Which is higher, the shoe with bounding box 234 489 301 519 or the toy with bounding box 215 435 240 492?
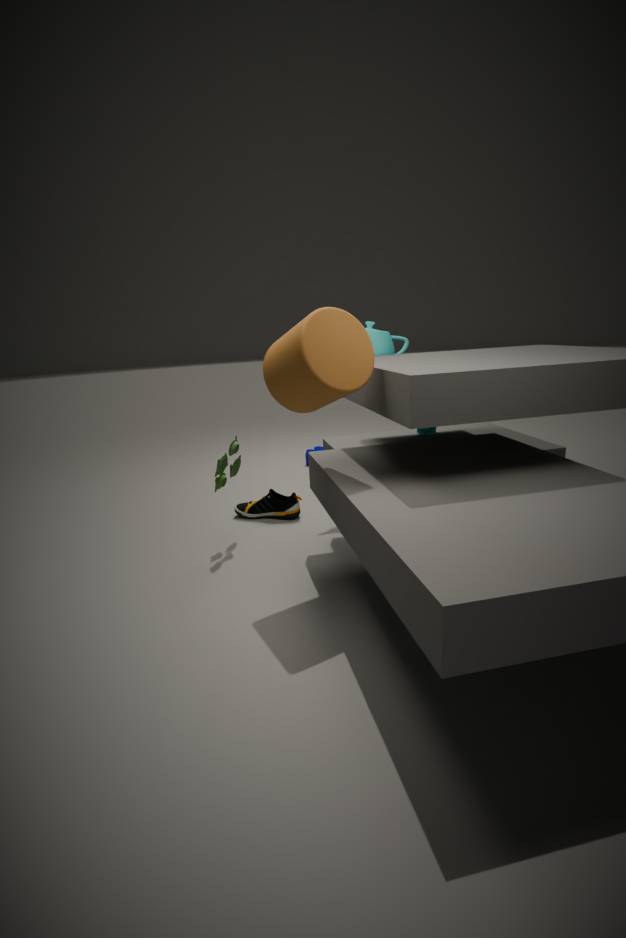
the toy with bounding box 215 435 240 492
